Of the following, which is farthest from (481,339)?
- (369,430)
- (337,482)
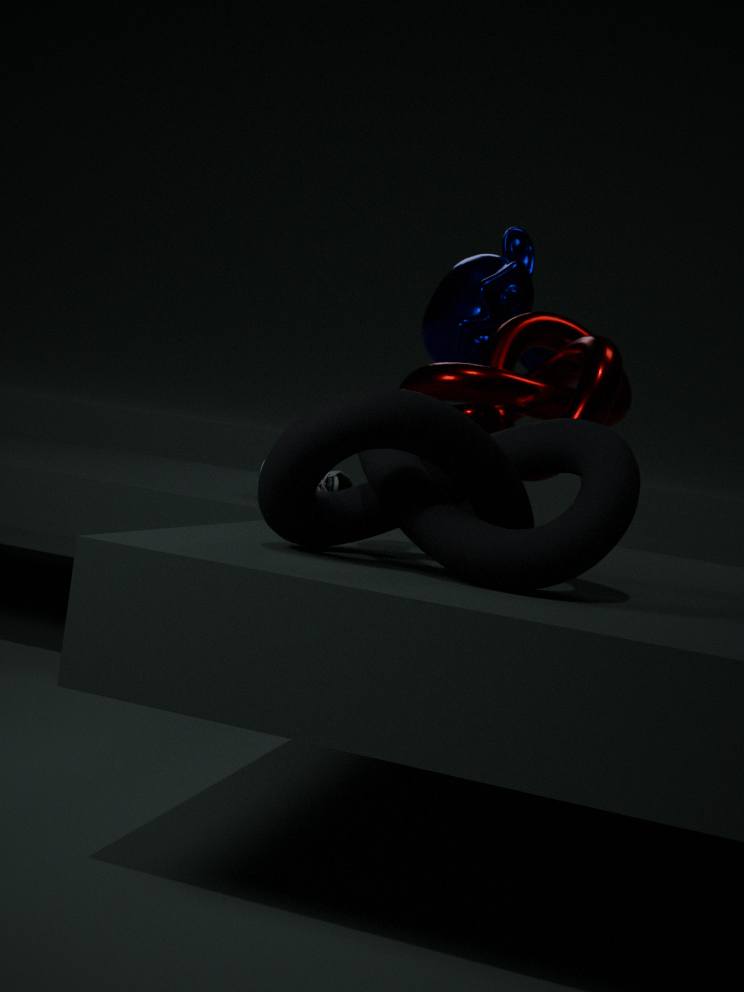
(369,430)
